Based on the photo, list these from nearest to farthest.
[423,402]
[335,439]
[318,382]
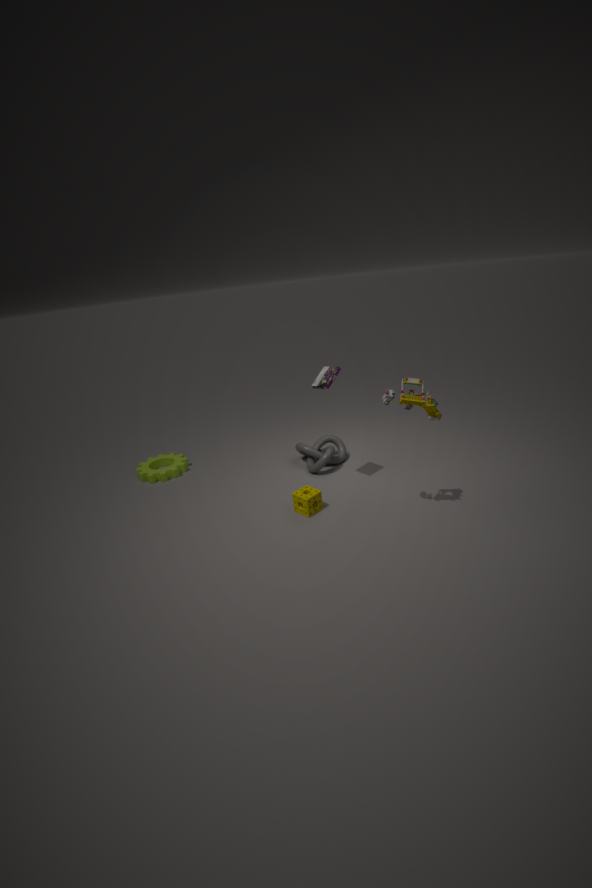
[423,402], [318,382], [335,439]
